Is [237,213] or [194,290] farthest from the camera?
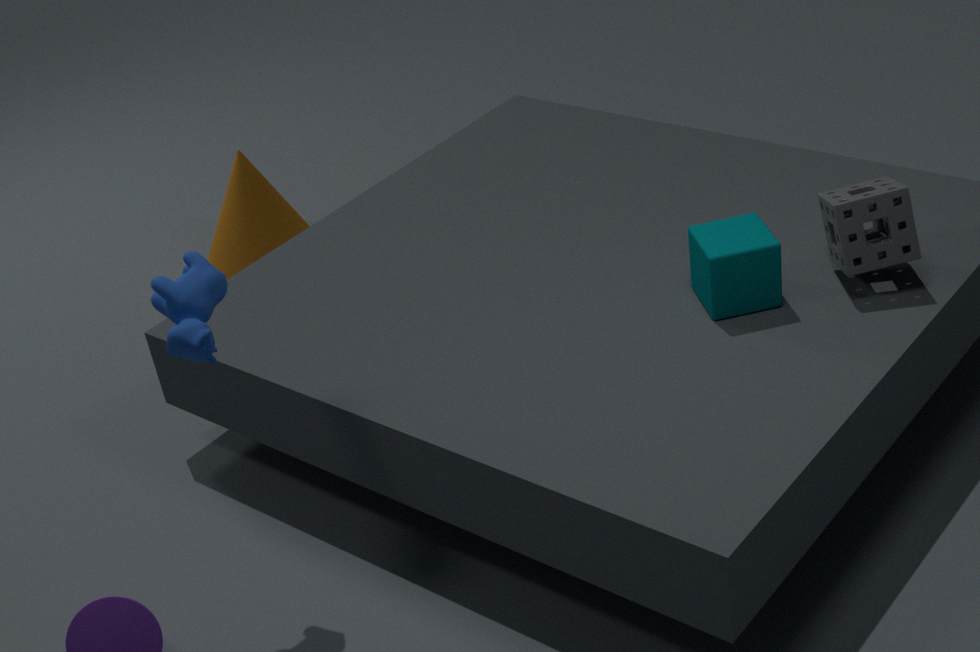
[237,213]
